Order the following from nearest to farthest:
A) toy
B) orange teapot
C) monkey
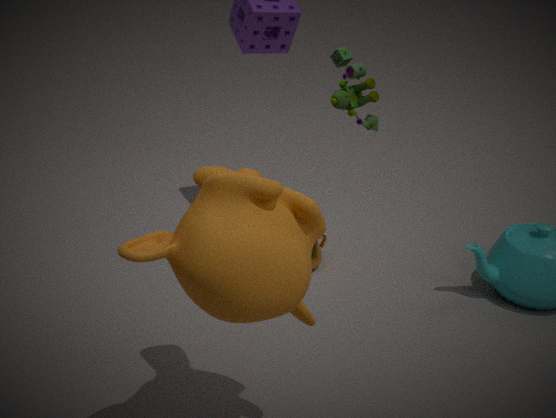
monkey, toy, orange teapot
